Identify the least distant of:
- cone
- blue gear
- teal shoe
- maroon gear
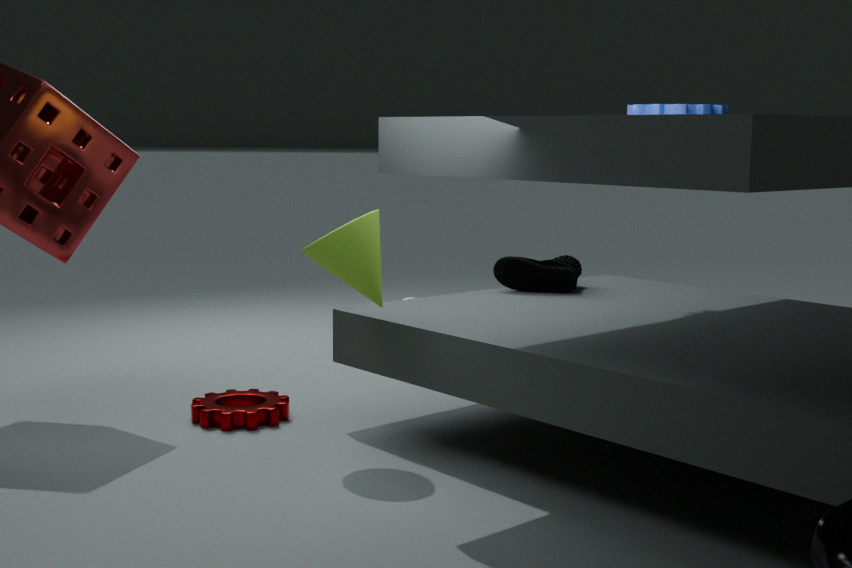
cone
